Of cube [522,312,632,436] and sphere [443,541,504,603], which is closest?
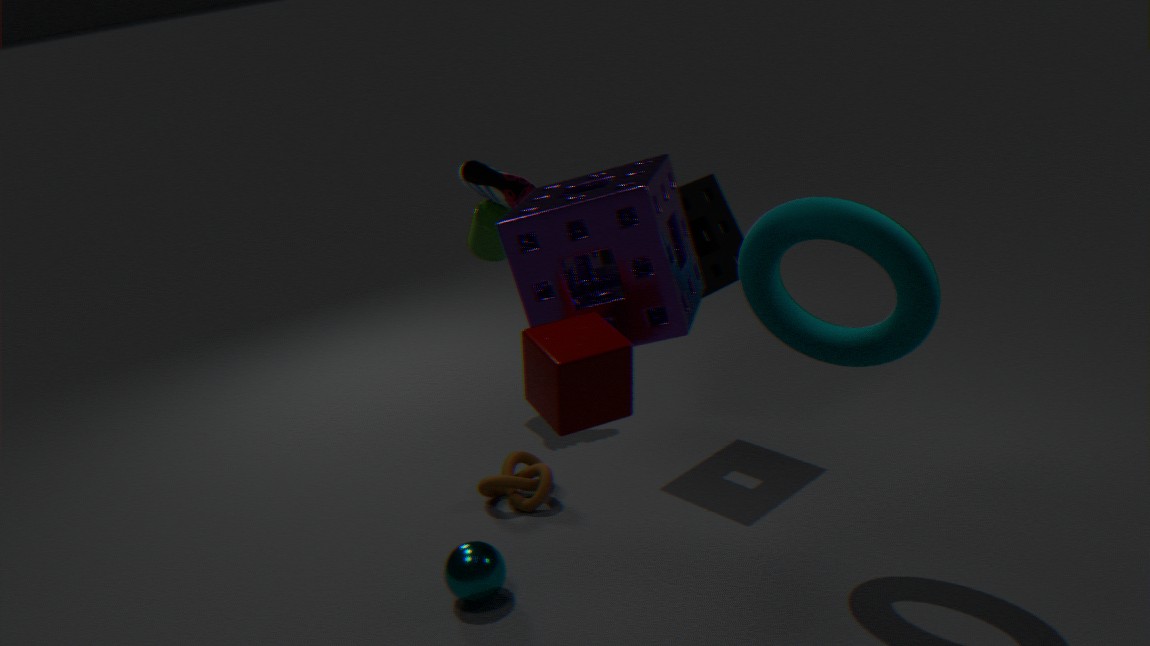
cube [522,312,632,436]
